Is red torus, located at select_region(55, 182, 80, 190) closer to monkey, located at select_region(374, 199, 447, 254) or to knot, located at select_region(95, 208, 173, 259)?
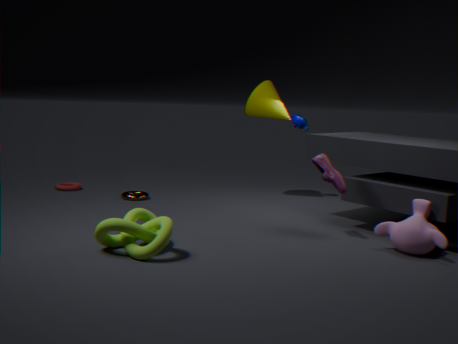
knot, located at select_region(95, 208, 173, 259)
